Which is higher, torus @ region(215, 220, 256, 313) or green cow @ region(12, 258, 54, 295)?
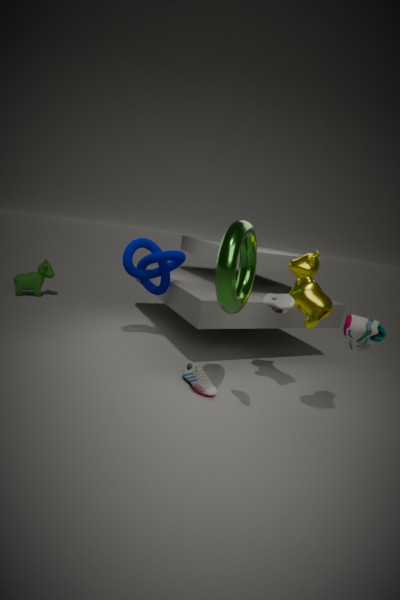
torus @ region(215, 220, 256, 313)
